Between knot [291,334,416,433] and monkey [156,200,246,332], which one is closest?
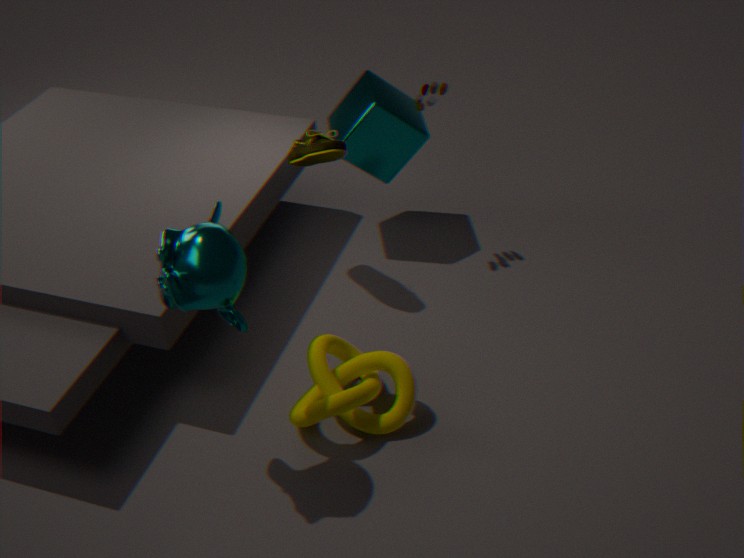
monkey [156,200,246,332]
